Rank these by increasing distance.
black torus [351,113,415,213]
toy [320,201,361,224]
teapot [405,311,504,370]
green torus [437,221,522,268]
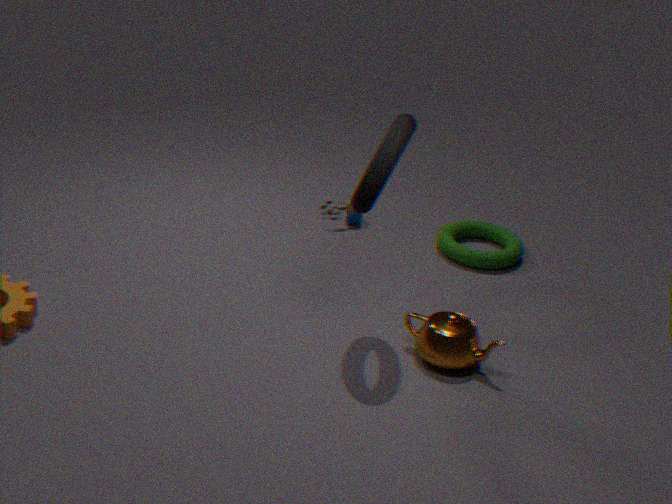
black torus [351,113,415,213]
teapot [405,311,504,370]
green torus [437,221,522,268]
toy [320,201,361,224]
